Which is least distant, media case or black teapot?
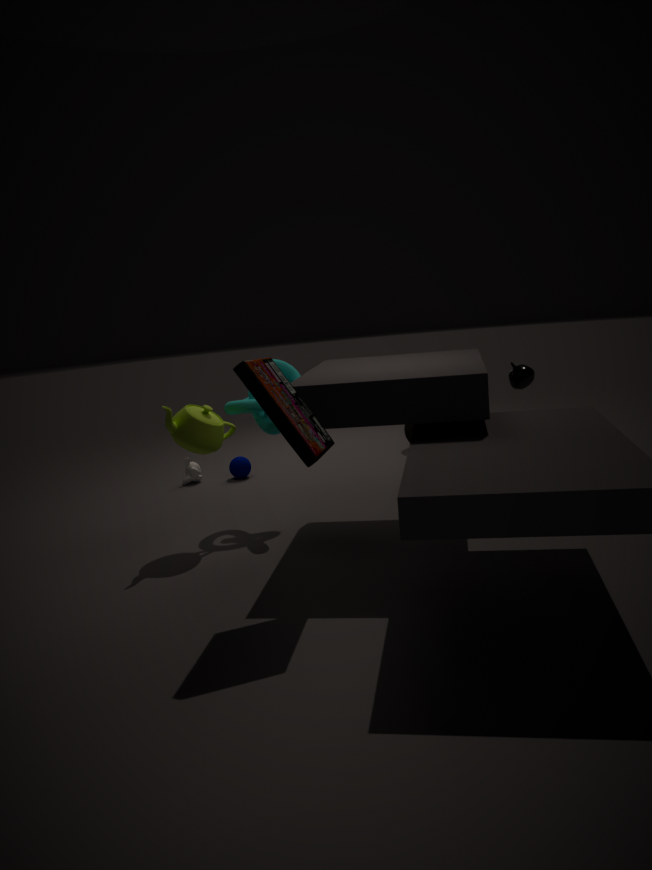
media case
